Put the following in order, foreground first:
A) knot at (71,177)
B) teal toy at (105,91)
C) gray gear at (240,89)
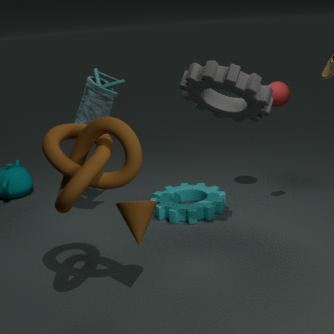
knot at (71,177) → gray gear at (240,89) → teal toy at (105,91)
